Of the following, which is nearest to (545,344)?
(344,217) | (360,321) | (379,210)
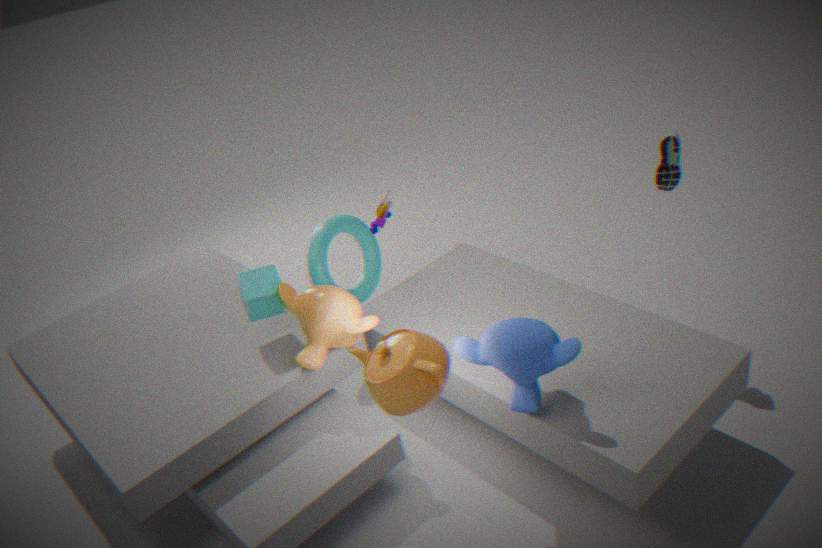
(360,321)
